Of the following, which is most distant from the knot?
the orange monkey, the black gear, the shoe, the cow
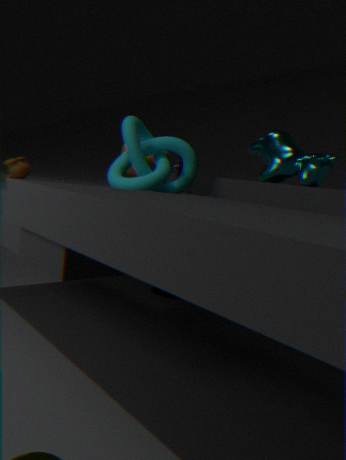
the orange monkey
